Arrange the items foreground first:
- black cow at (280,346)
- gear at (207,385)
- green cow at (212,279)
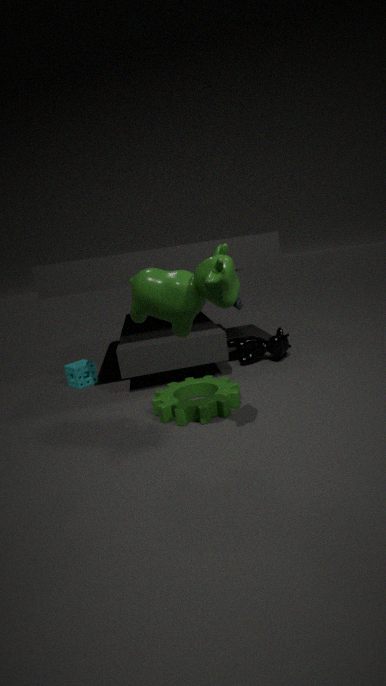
1. green cow at (212,279)
2. gear at (207,385)
3. black cow at (280,346)
